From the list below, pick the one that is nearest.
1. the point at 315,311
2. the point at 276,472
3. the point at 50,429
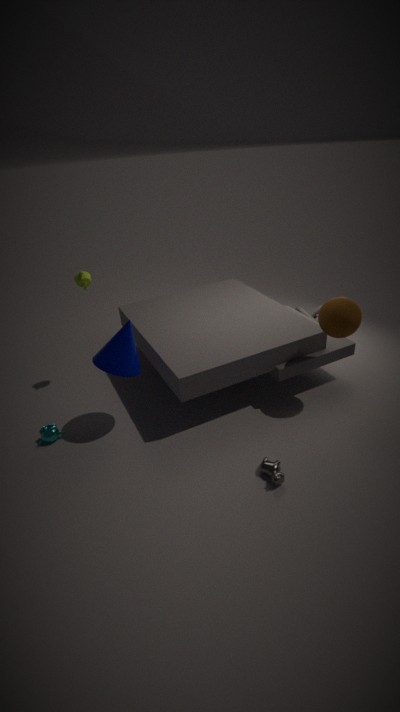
the point at 276,472
